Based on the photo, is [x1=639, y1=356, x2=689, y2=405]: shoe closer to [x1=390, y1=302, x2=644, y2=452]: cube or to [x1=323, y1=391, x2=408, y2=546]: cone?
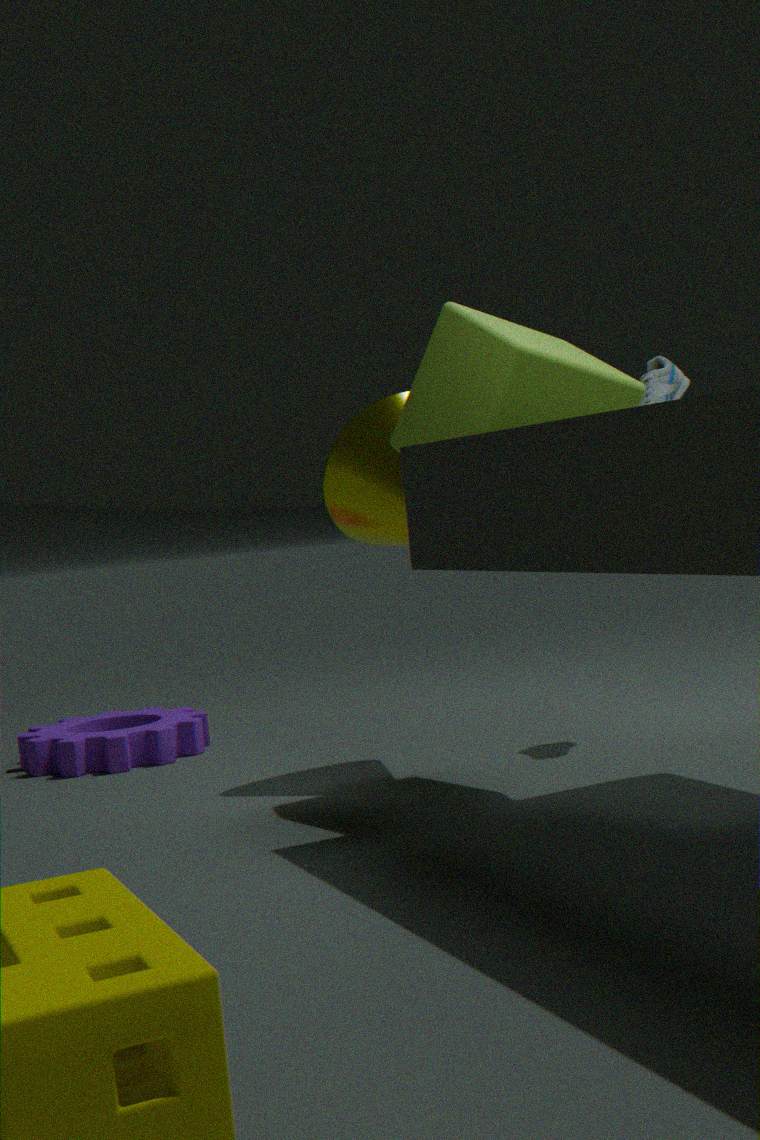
[x1=390, y1=302, x2=644, y2=452]: cube
